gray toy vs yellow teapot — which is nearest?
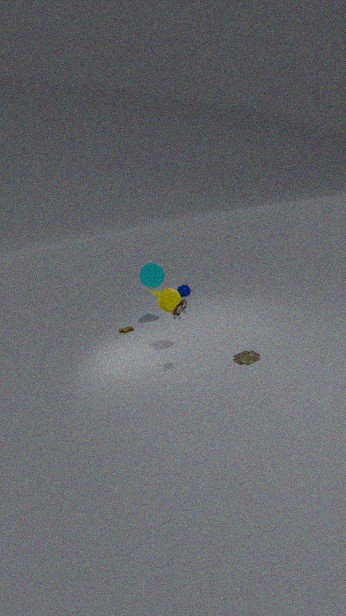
gray toy
